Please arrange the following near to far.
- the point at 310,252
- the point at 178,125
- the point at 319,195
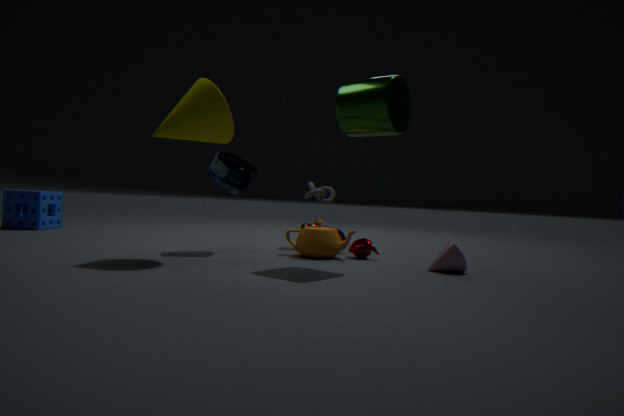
the point at 178,125 → the point at 310,252 → the point at 319,195
